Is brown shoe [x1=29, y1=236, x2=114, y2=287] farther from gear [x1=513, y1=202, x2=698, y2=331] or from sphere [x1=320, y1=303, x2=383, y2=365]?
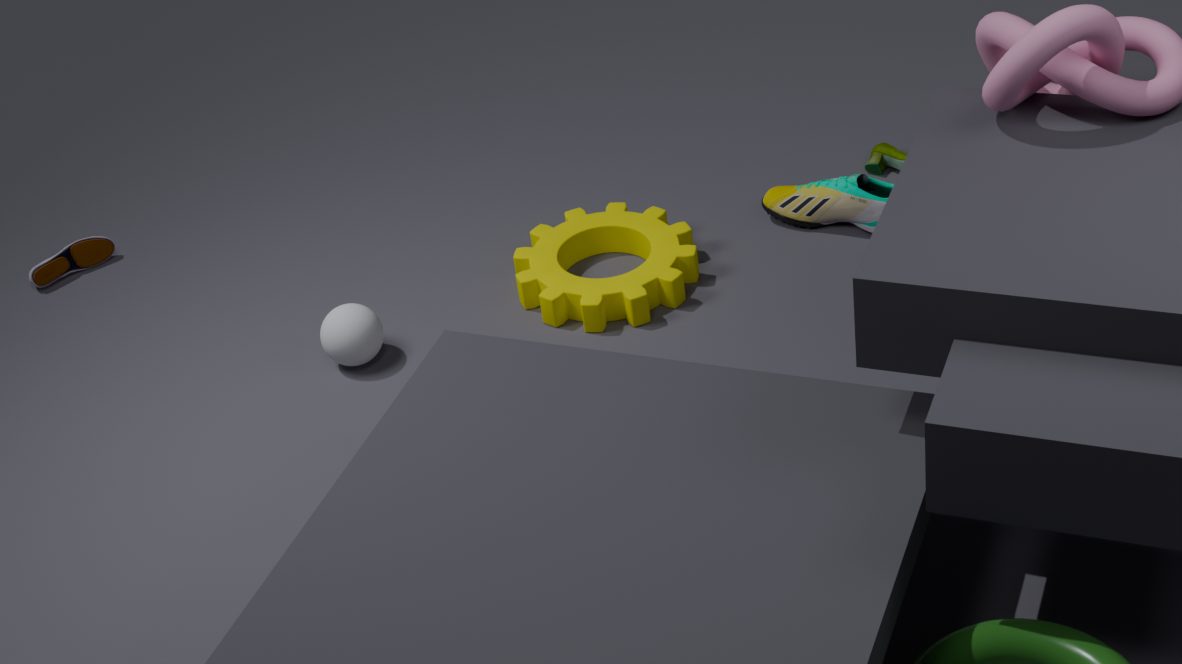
gear [x1=513, y1=202, x2=698, y2=331]
